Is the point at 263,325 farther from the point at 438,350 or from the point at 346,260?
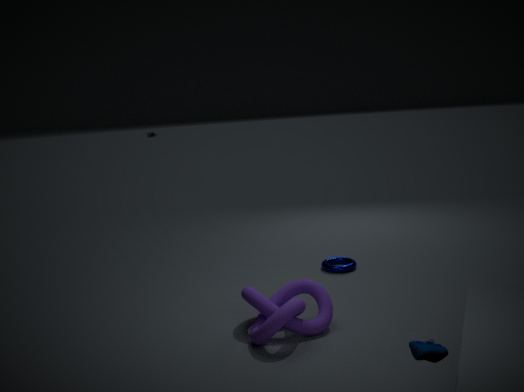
the point at 438,350
